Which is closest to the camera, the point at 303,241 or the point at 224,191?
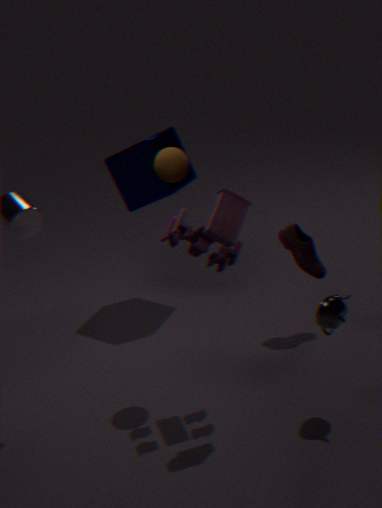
the point at 224,191
